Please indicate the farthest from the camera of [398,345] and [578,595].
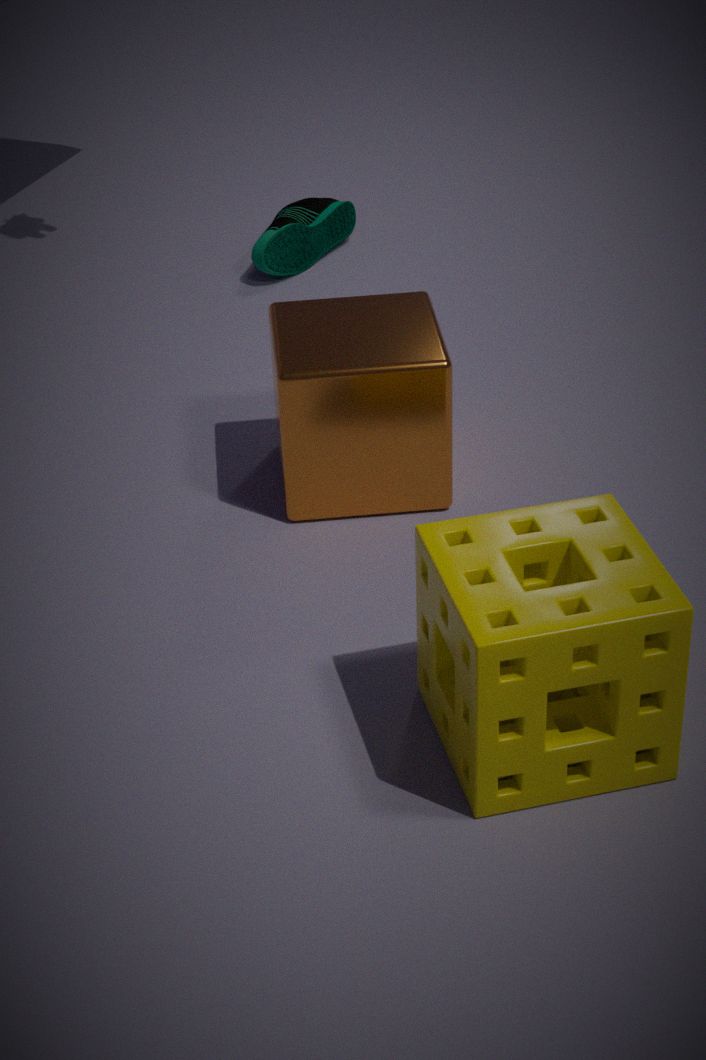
[398,345]
